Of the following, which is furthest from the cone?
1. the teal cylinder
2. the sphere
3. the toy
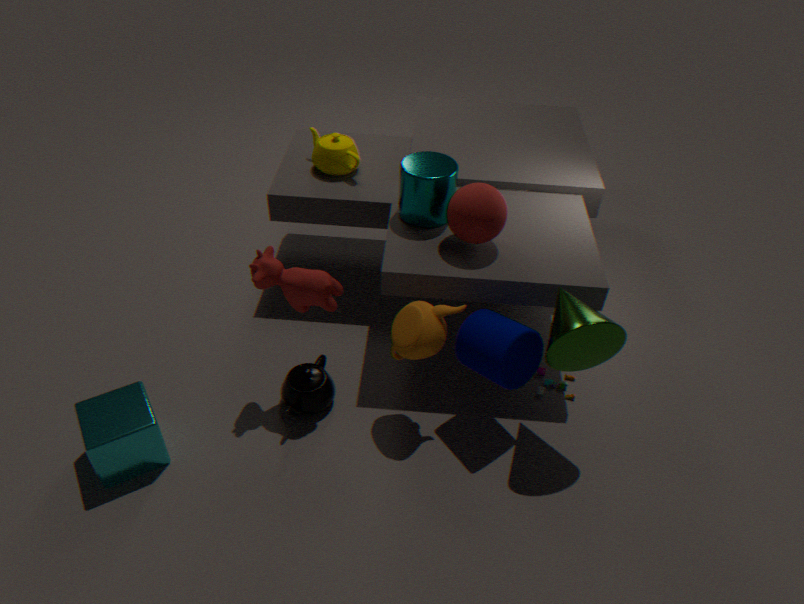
the teal cylinder
